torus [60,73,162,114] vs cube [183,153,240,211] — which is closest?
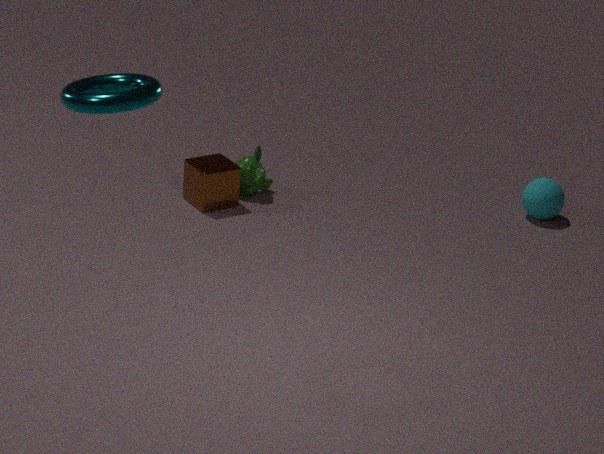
torus [60,73,162,114]
